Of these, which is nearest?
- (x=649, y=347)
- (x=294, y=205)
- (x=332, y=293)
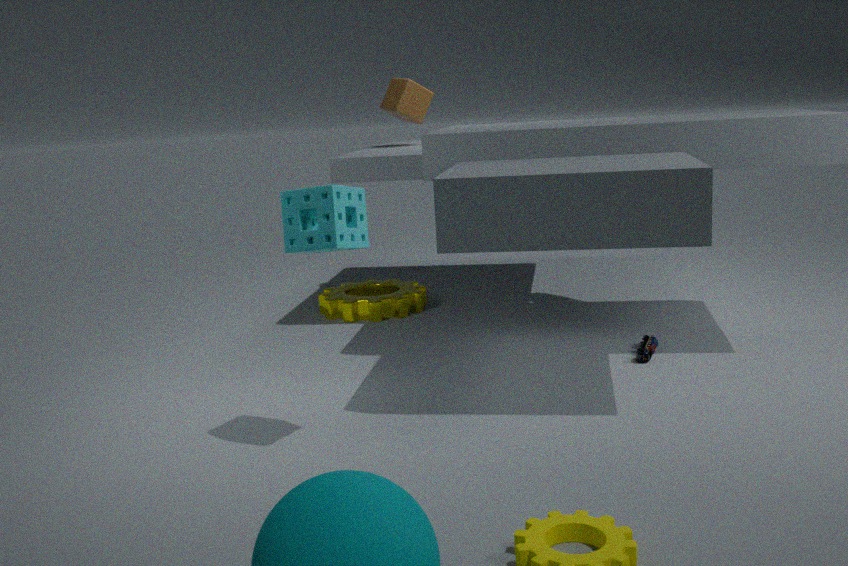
(x=294, y=205)
